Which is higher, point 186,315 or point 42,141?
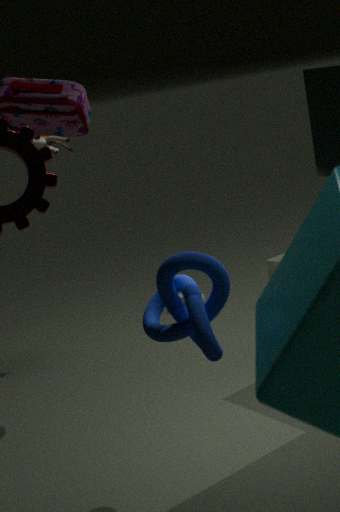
point 42,141
